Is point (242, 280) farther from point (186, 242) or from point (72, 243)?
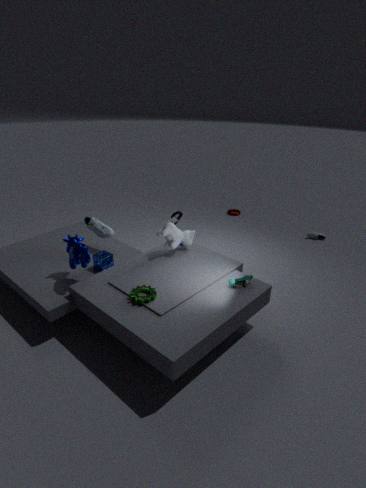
point (72, 243)
